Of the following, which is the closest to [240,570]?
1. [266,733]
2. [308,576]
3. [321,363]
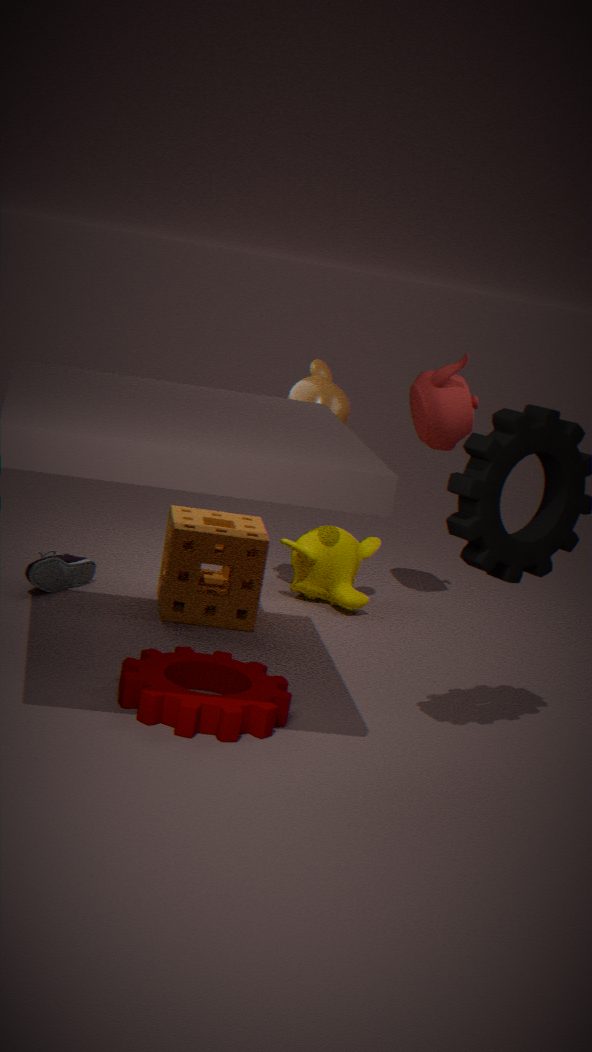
[308,576]
